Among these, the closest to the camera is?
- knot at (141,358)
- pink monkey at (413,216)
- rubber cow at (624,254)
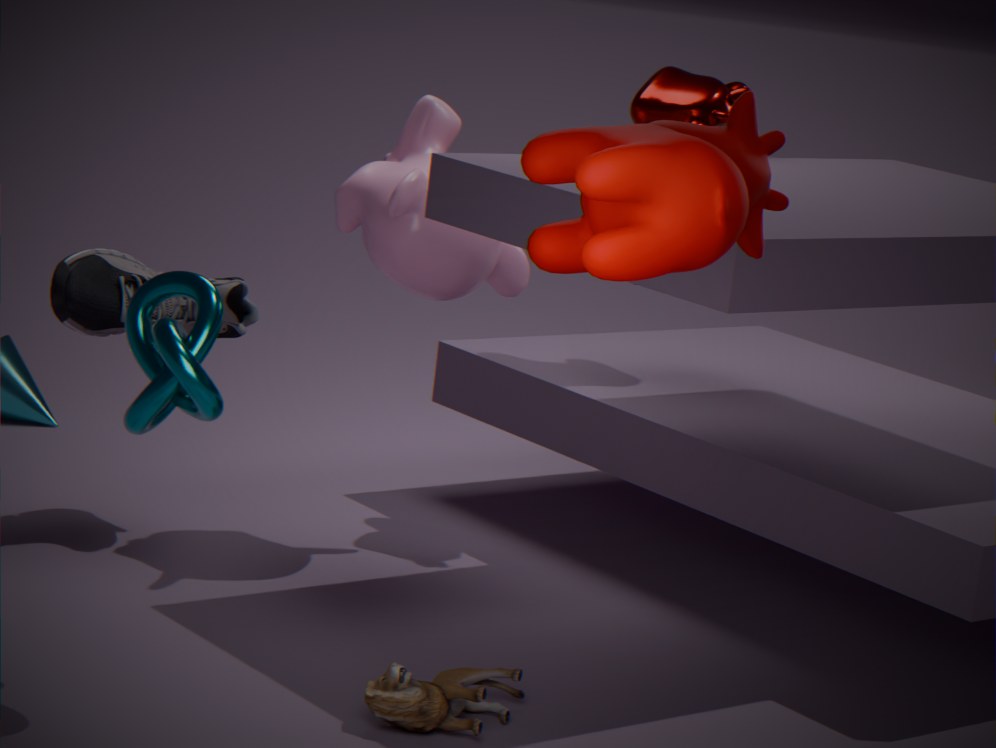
rubber cow at (624,254)
